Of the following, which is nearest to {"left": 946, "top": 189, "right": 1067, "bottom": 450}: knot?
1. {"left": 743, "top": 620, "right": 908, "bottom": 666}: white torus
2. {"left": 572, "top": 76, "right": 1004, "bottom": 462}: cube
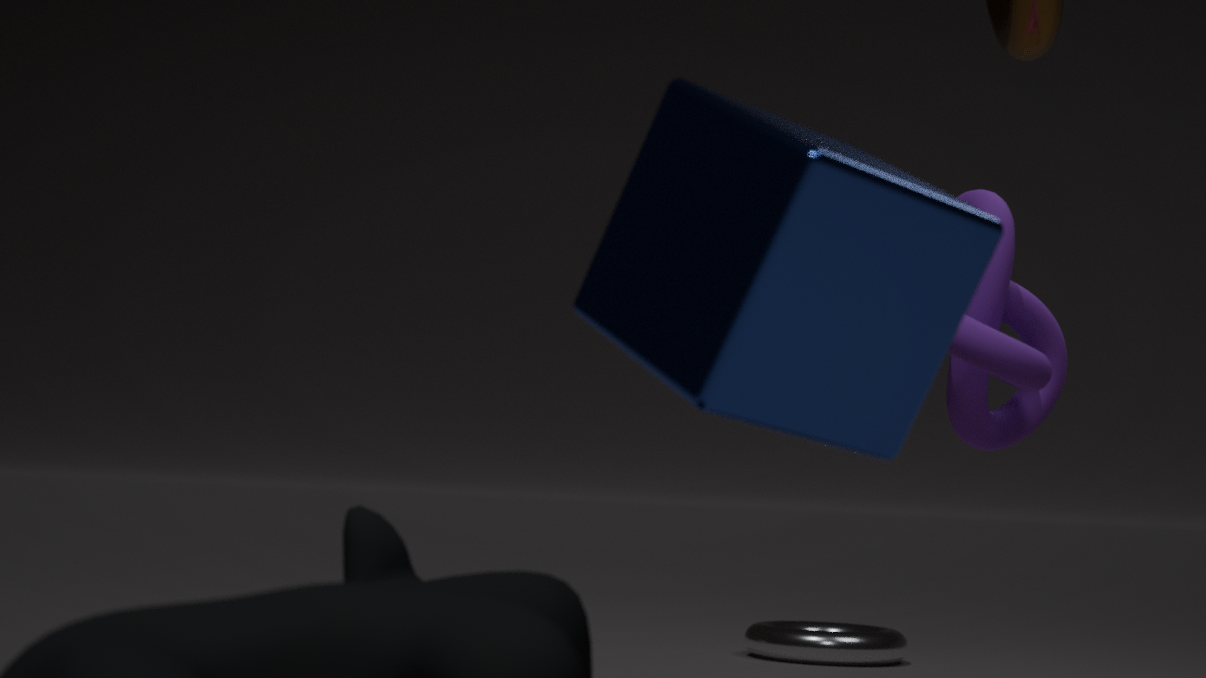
{"left": 572, "top": 76, "right": 1004, "bottom": 462}: cube
